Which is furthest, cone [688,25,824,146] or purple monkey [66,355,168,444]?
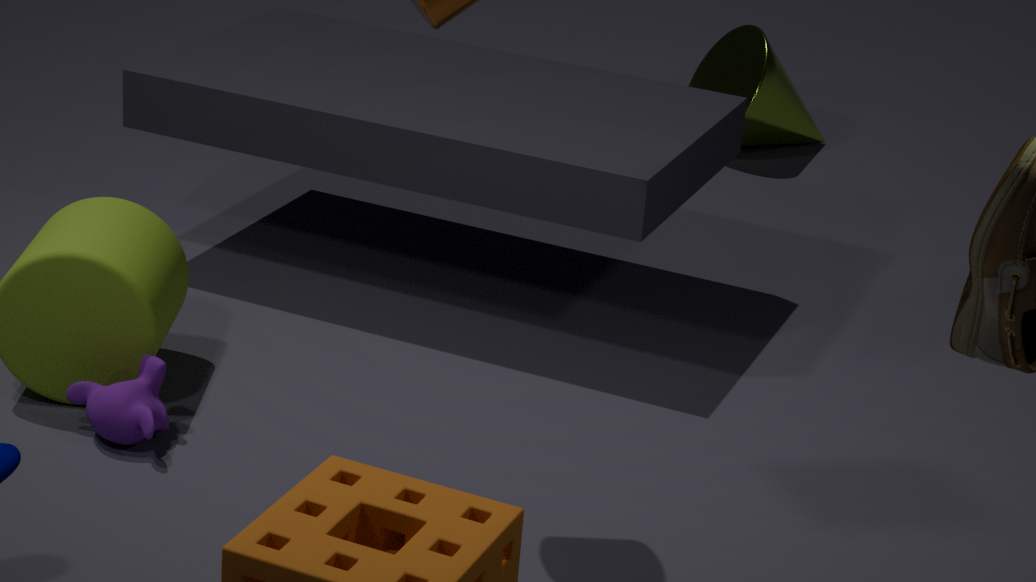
cone [688,25,824,146]
